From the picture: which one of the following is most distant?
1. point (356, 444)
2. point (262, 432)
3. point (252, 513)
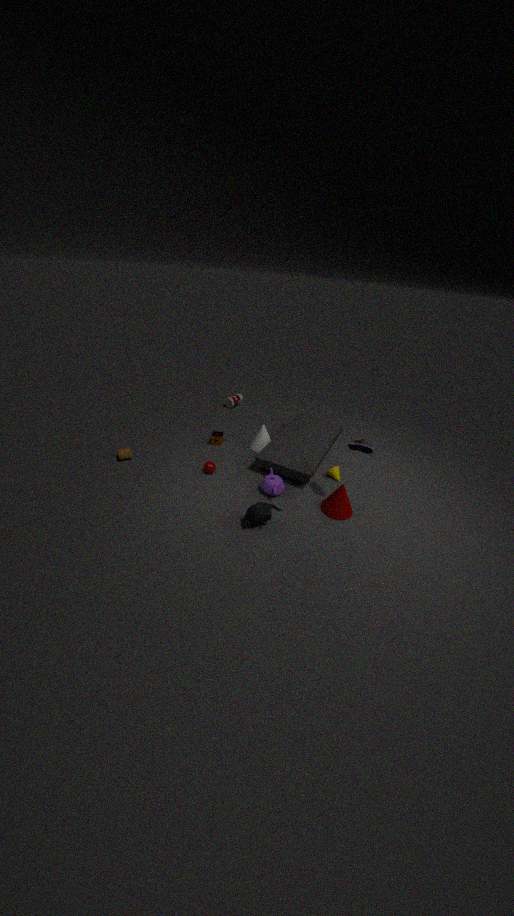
point (262, 432)
